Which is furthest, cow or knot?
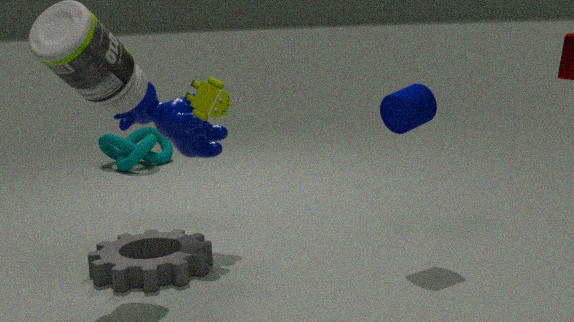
knot
